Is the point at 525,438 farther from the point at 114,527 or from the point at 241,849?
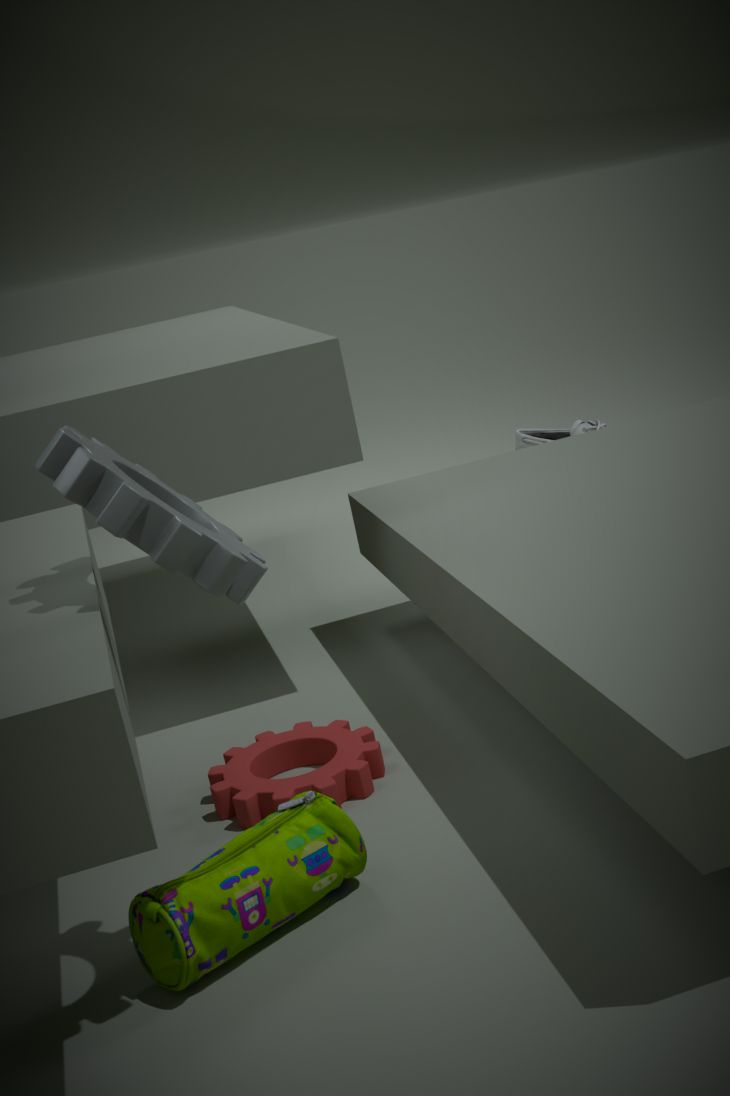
the point at 114,527
